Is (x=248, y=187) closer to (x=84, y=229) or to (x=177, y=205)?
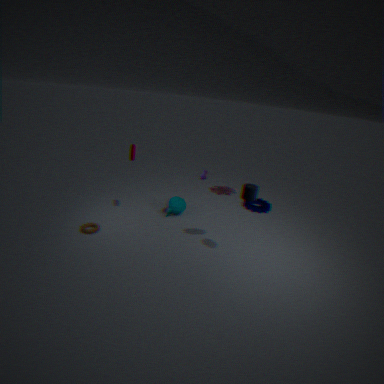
(x=177, y=205)
